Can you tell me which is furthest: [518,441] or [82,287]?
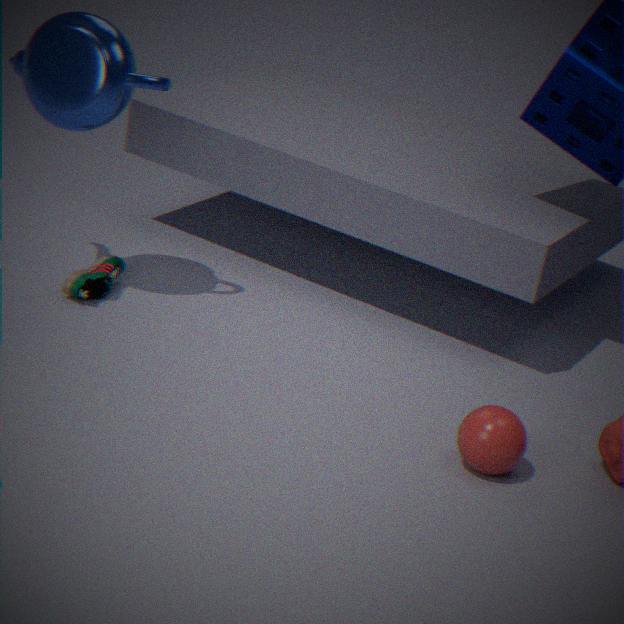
[82,287]
